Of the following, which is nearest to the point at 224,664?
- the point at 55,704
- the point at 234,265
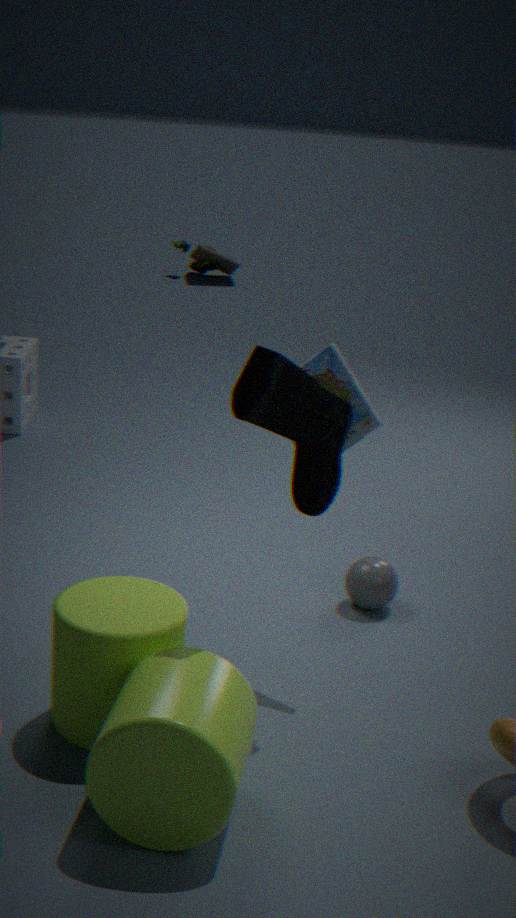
the point at 55,704
